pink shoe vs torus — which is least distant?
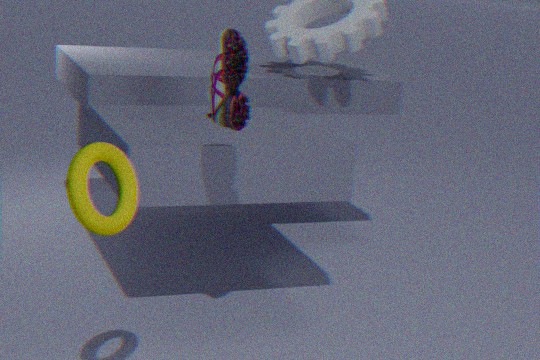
torus
